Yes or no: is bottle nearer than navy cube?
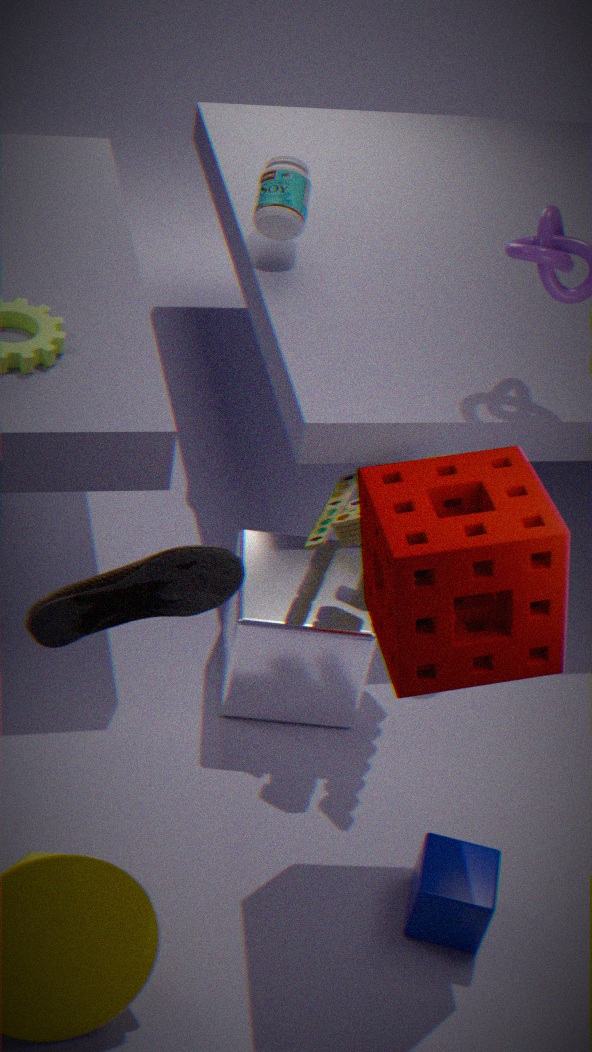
No
